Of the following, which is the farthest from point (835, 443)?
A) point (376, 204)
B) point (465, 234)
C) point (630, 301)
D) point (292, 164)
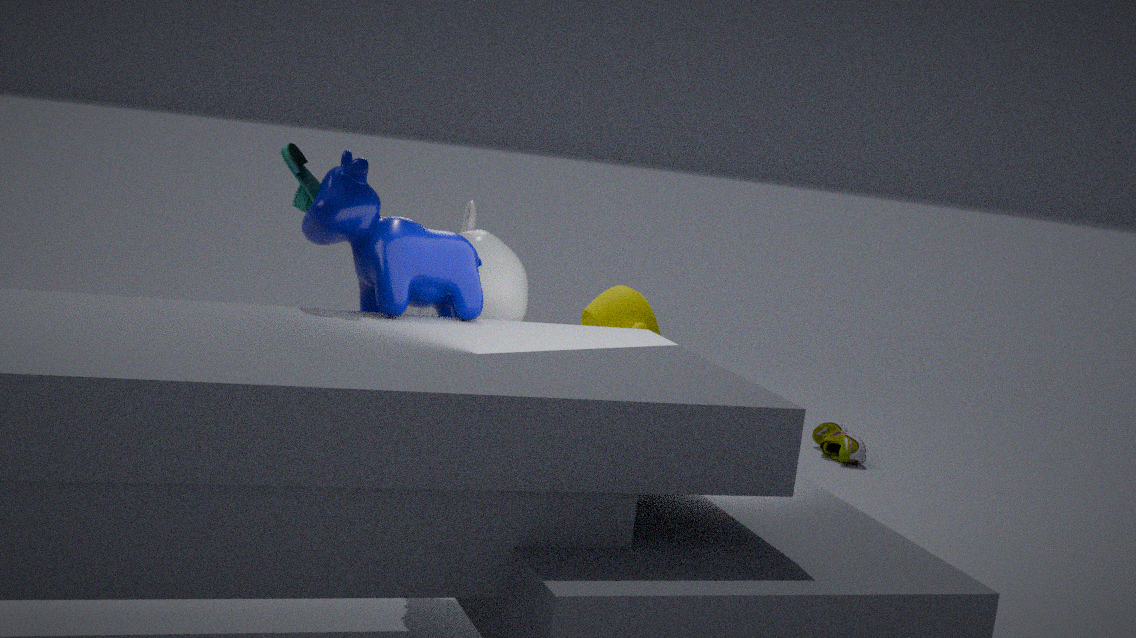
point (292, 164)
